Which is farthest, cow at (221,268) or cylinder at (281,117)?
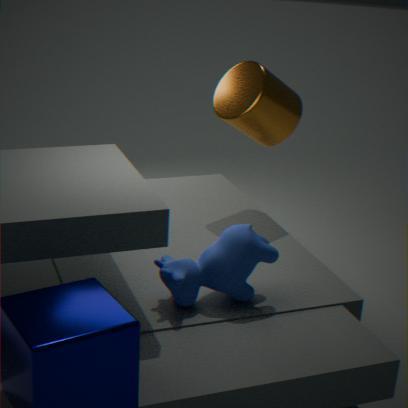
cylinder at (281,117)
